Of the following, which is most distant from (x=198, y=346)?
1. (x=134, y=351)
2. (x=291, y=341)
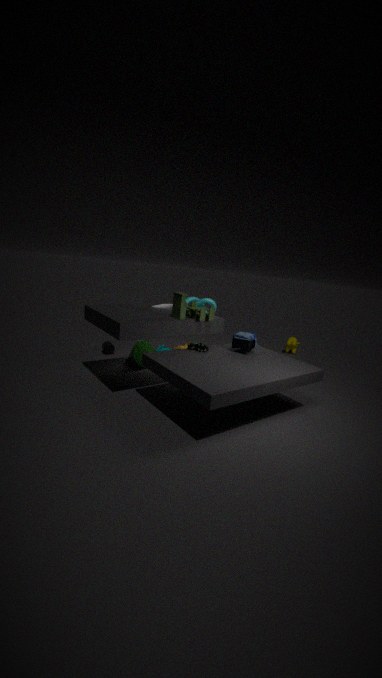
(x=291, y=341)
